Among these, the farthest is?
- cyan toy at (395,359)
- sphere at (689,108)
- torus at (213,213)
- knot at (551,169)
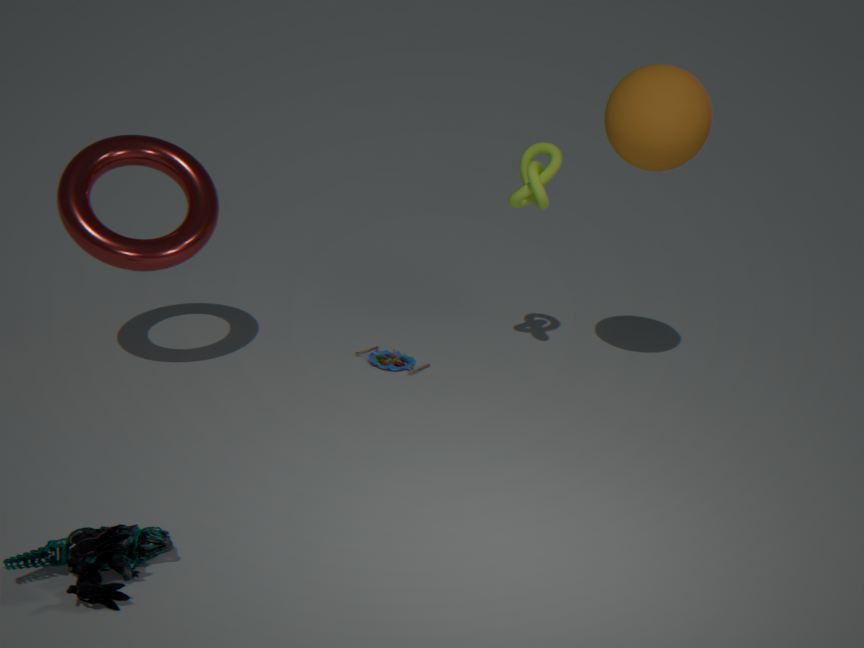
cyan toy at (395,359)
